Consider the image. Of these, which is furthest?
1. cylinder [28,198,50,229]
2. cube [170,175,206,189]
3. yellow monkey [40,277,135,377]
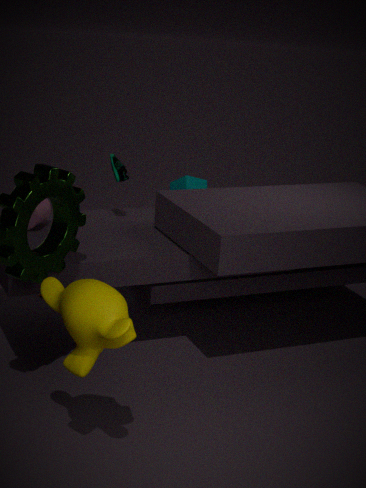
cube [170,175,206,189]
